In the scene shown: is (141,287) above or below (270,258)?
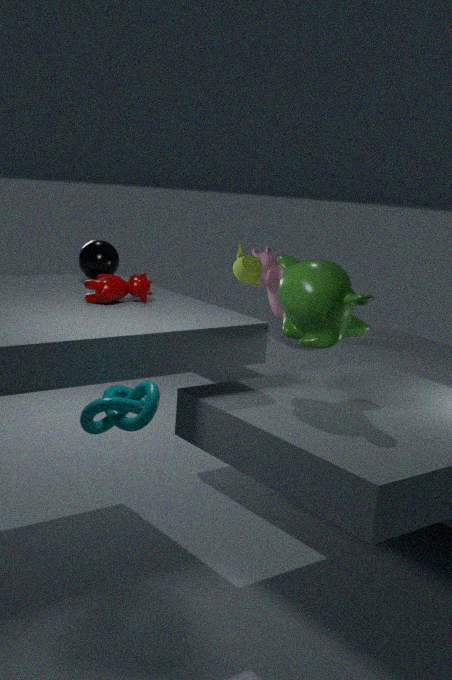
above
